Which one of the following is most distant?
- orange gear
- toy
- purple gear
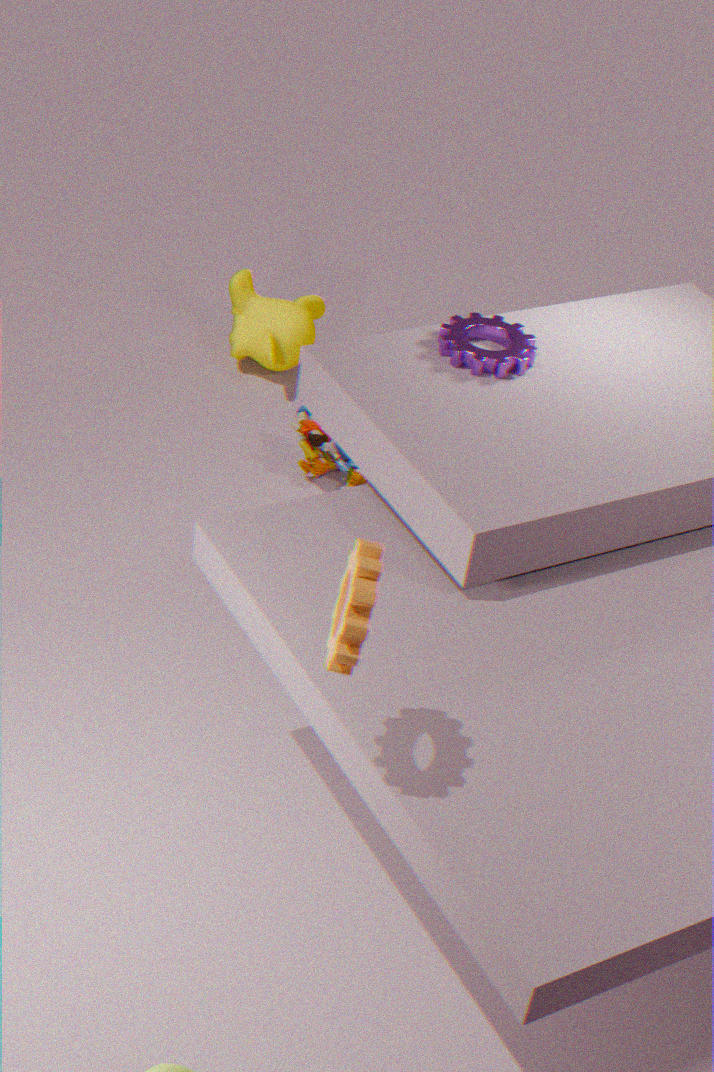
toy
